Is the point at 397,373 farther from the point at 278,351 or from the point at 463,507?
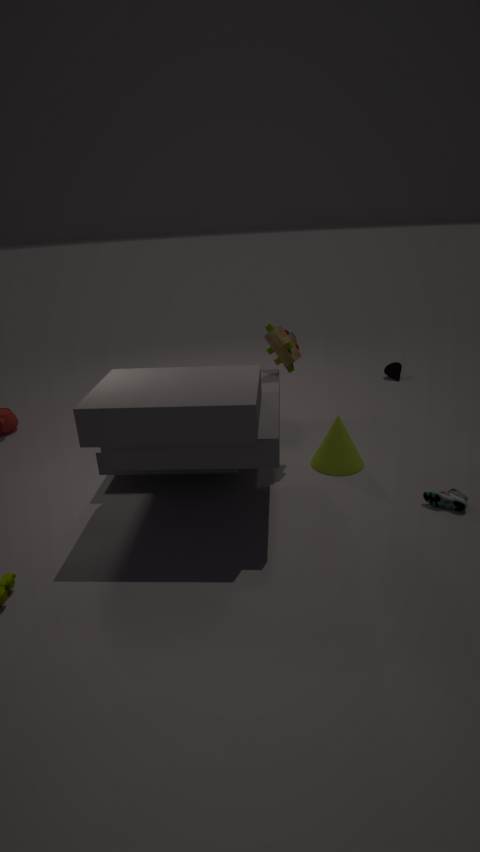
the point at 463,507
